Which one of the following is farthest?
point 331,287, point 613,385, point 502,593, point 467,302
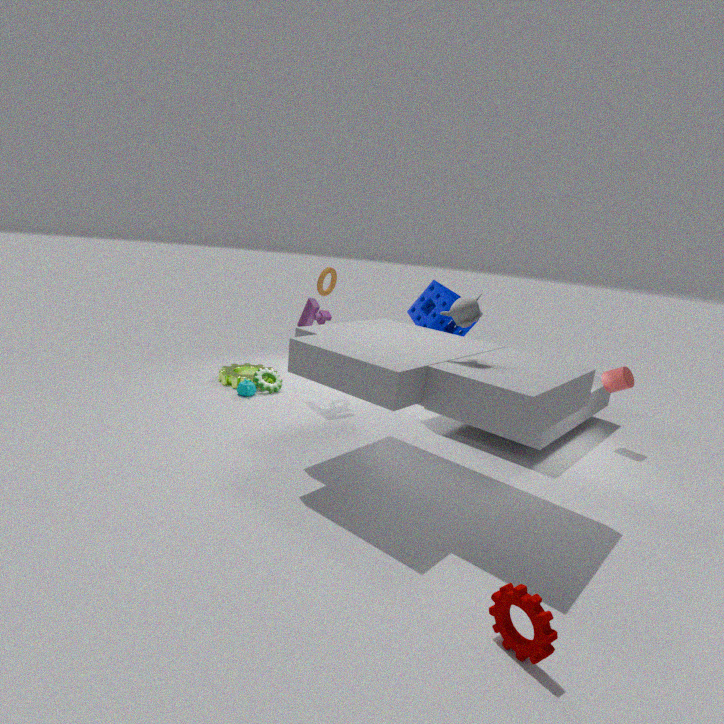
point 331,287
